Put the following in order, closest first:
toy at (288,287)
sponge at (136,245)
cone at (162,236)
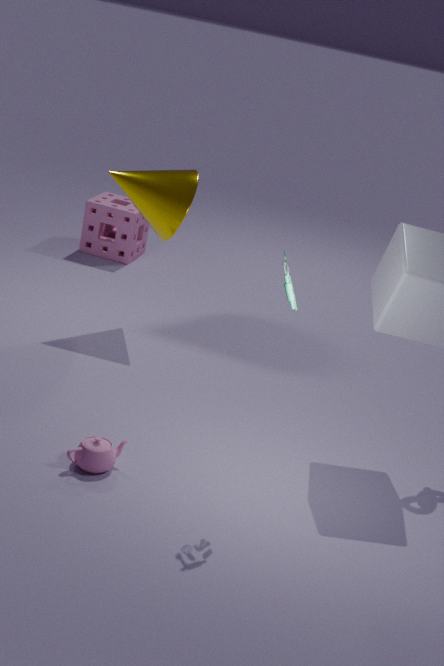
toy at (288,287)
cone at (162,236)
sponge at (136,245)
